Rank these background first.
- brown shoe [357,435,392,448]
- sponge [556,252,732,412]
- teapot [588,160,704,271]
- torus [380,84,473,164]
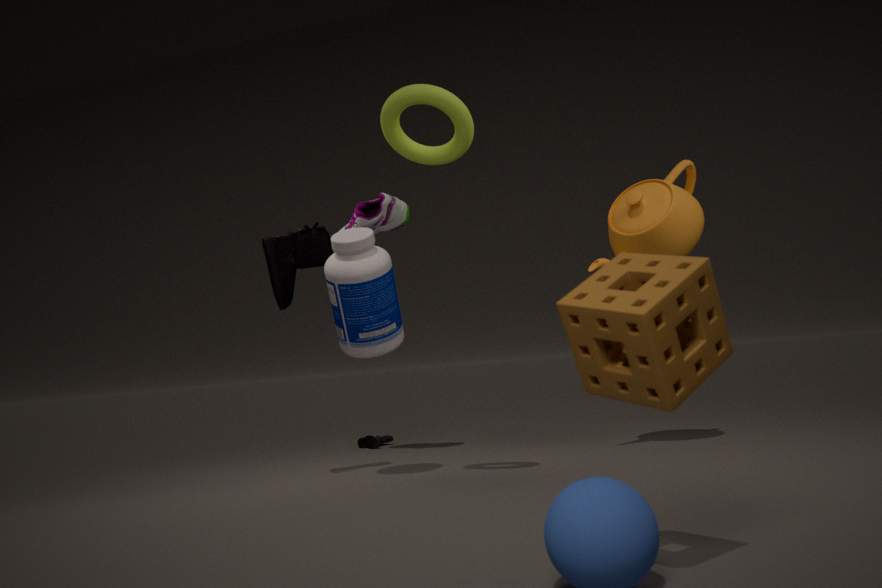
brown shoe [357,435,392,448], teapot [588,160,704,271], torus [380,84,473,164], sponge [556,252,732,412]
